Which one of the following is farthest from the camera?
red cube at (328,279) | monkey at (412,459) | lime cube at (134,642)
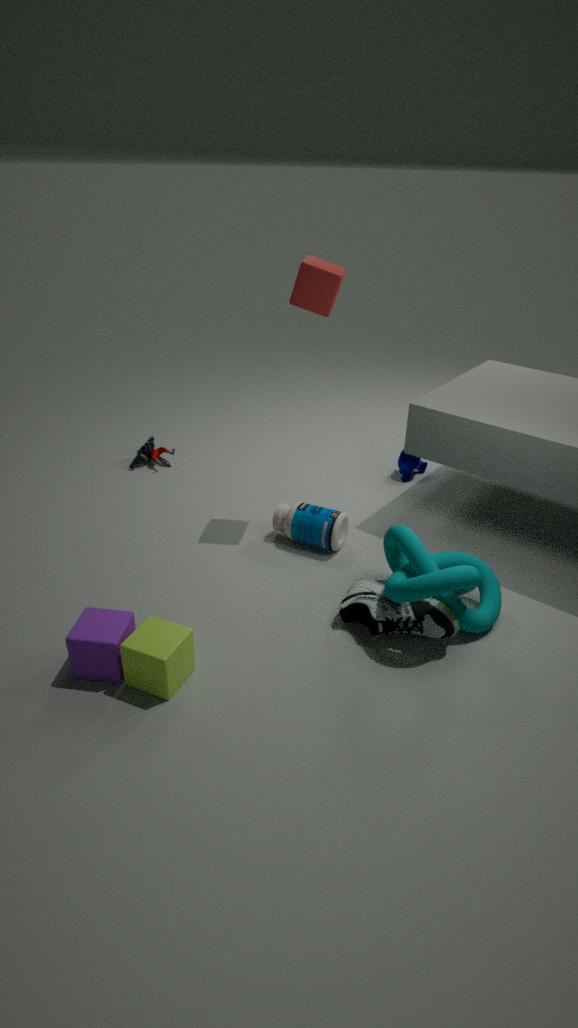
monkey at (412,459)
